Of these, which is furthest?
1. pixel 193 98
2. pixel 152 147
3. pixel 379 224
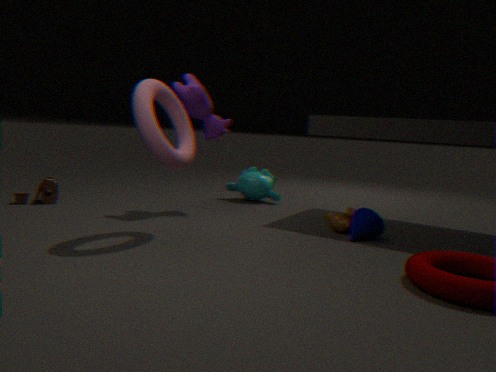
pixel 193 98
